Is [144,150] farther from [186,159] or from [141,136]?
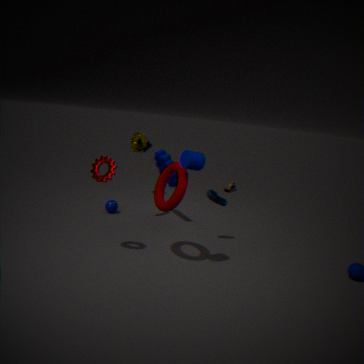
[186,159]
